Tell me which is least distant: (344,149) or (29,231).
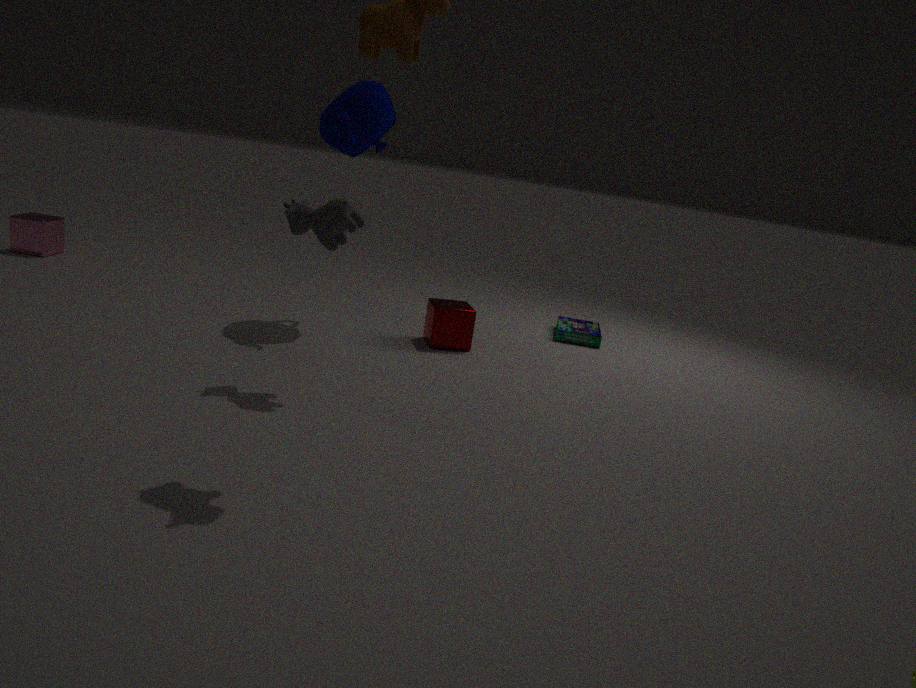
(344,149)
